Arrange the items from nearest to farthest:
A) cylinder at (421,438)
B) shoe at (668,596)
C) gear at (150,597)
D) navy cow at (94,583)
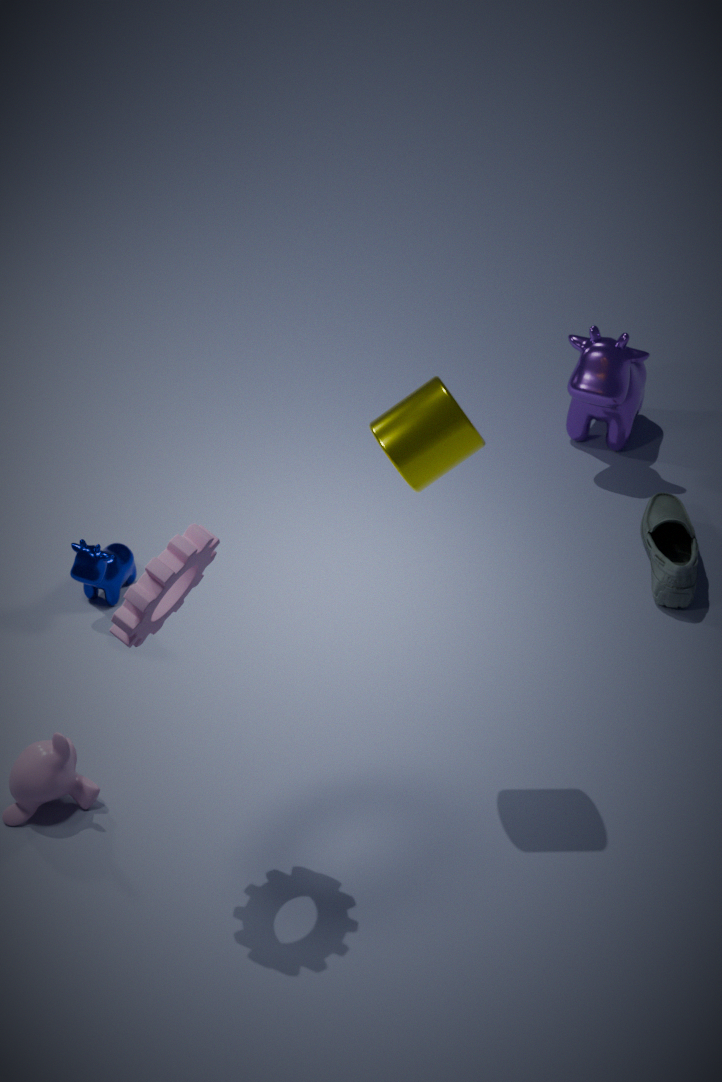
C. gear at (150,597) < A. cylinder at (421,438) < D. navy cow at (94,583) < B. shoe at (668,596)
